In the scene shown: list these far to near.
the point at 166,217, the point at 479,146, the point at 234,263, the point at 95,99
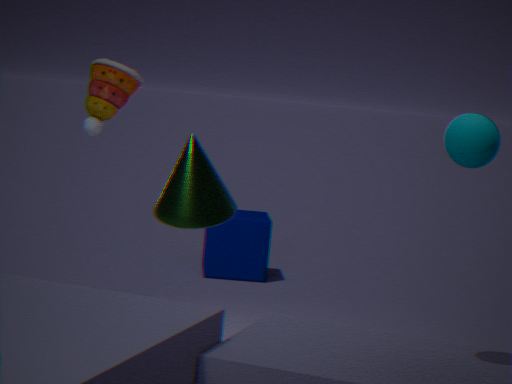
the point at 234,263, the point at 95,99, the point at 479,146, the point at 166,217
